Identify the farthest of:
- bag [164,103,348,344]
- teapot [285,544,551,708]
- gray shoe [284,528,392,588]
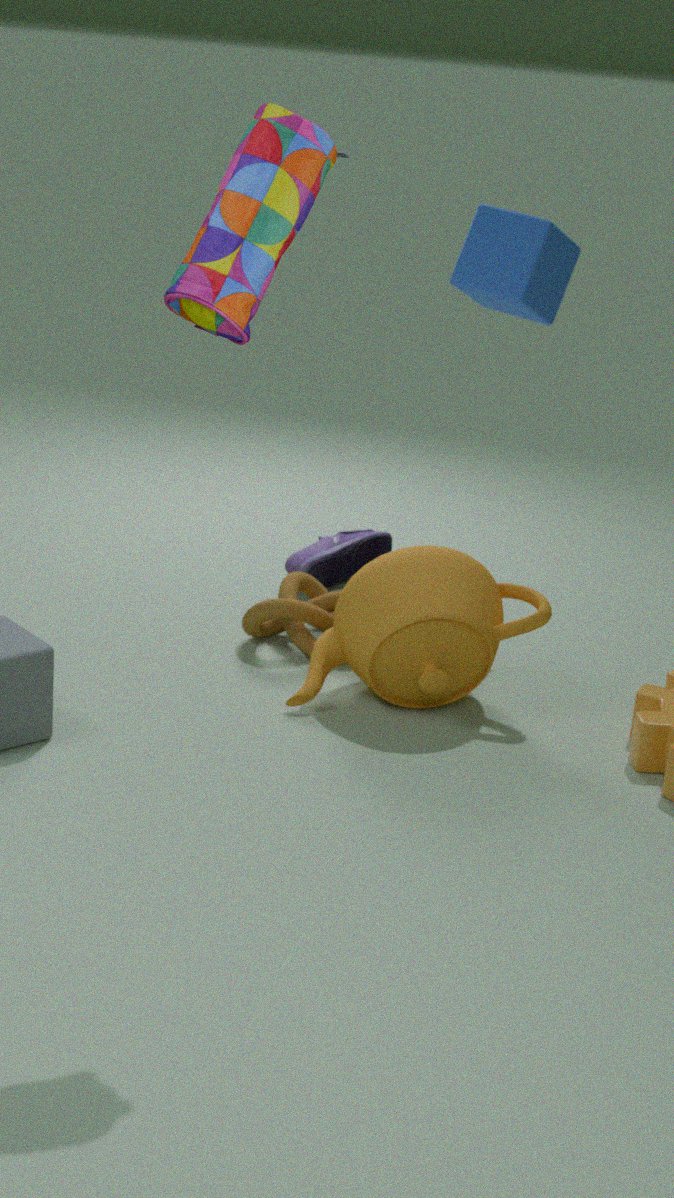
gray shoe [284,528,392,588]
